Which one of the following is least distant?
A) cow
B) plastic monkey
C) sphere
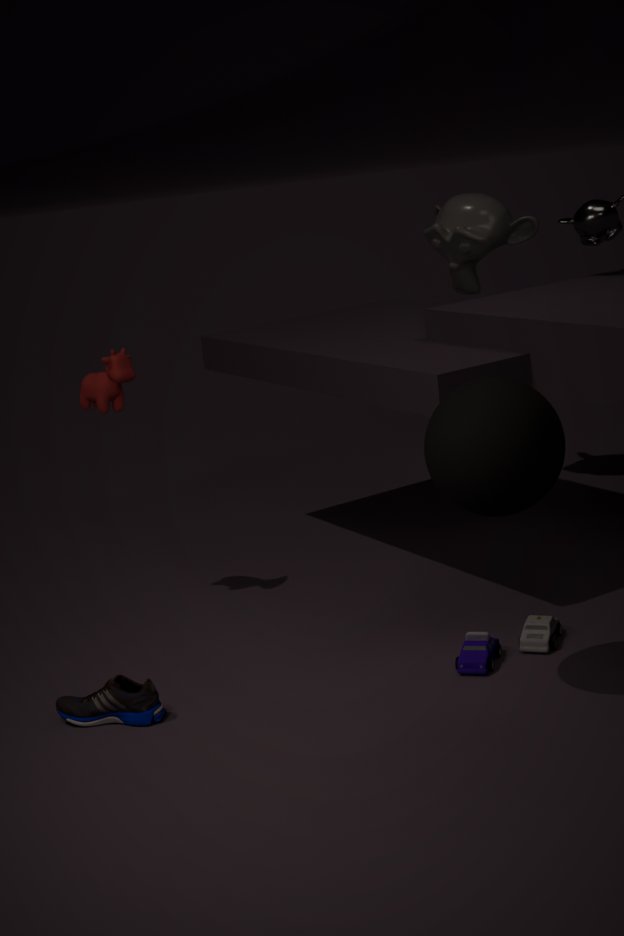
sphere
